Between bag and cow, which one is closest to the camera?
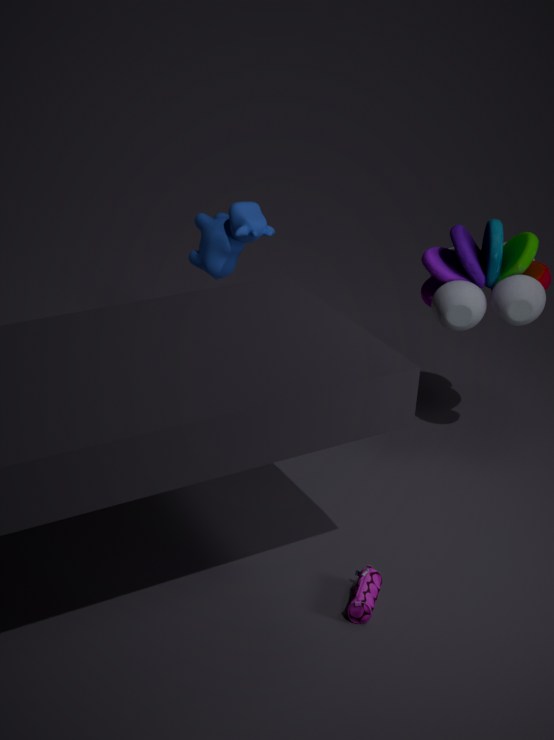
bag
